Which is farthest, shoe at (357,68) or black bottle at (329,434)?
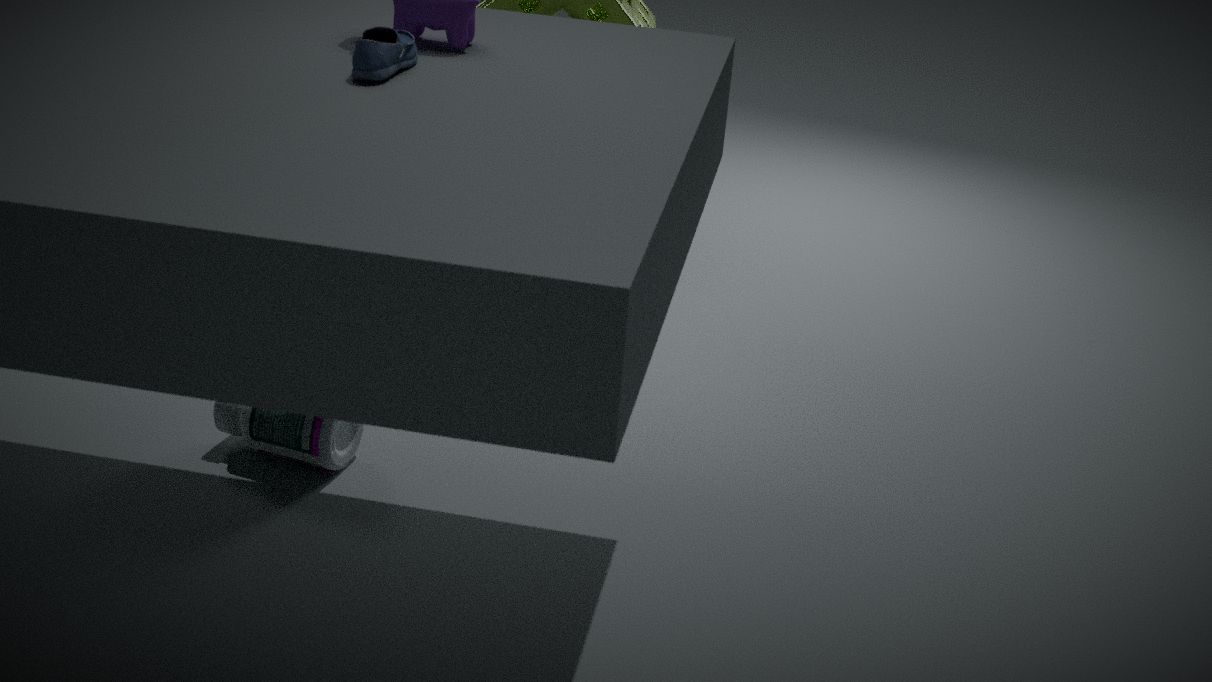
black bottle at (329,434)
